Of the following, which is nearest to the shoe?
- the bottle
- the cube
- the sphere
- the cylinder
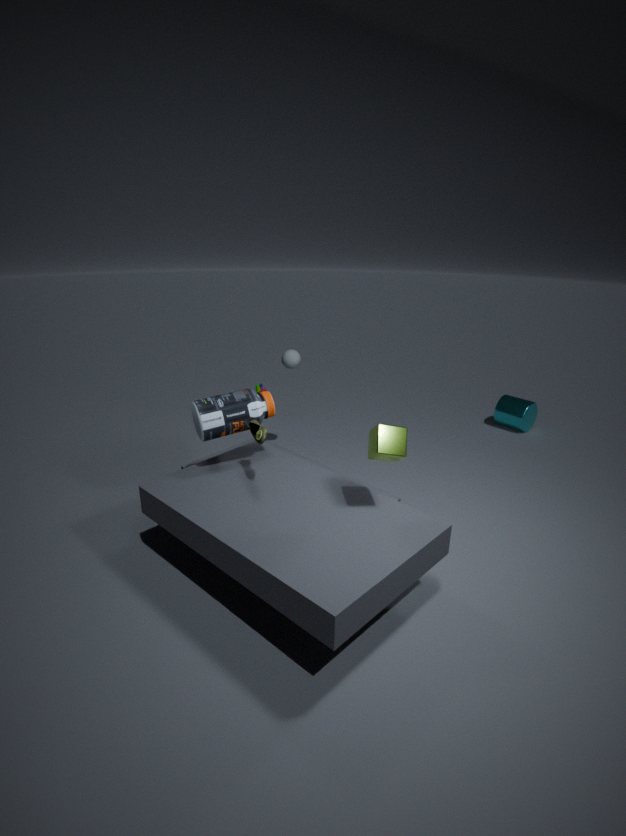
the bottle
